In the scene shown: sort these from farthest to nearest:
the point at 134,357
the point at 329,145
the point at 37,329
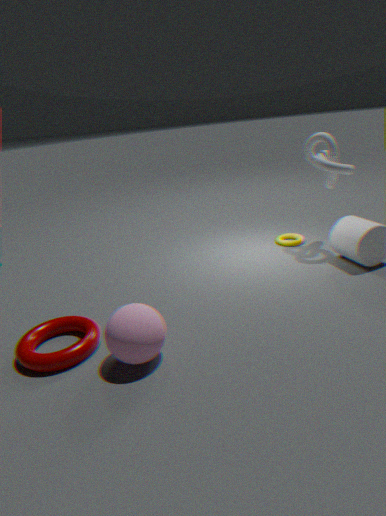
the point at 329,145 → the point at 37,329 → the point at 134,357
